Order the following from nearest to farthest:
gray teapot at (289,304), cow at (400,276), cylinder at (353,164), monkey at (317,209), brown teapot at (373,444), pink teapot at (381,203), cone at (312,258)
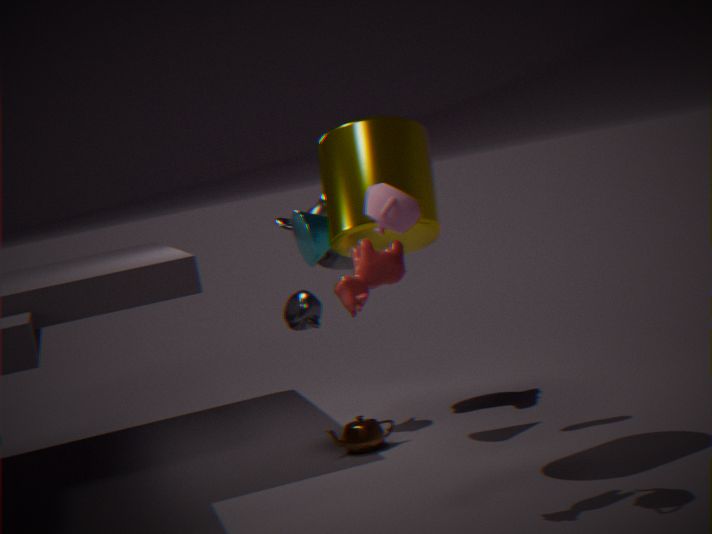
pink teapot at (381,203)
cow at (400,276)
cylinder at (353,164)
cone at (312,258)
brown teapot at (373,444)
gray teapot at (289,304)
monkey at (317,209)
